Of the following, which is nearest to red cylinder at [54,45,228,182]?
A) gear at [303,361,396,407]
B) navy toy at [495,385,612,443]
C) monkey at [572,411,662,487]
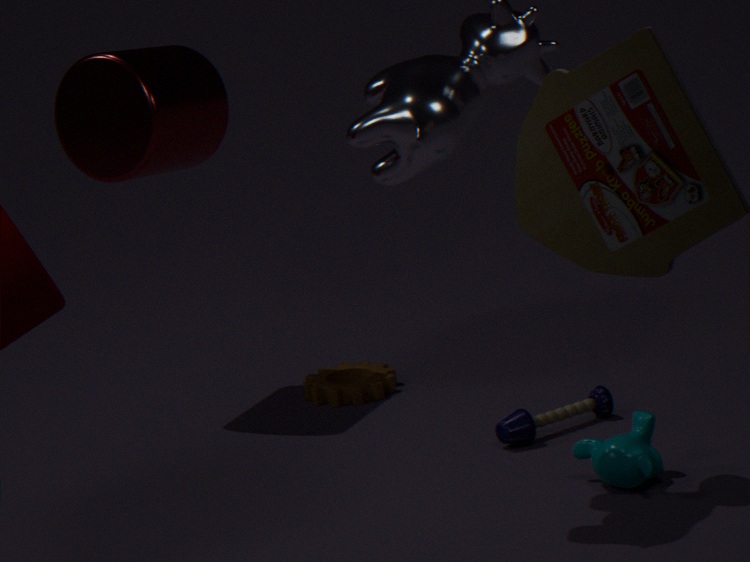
gear at [303,361,396,407]
